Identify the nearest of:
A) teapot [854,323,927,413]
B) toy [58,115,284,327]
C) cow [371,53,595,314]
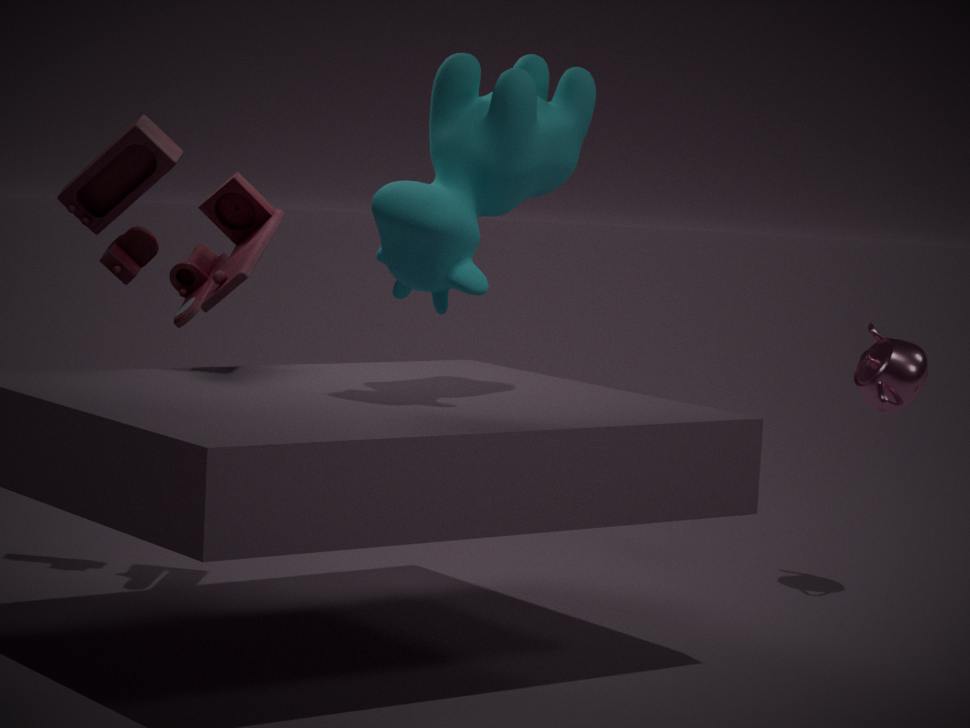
cow [371,53,595,314]
